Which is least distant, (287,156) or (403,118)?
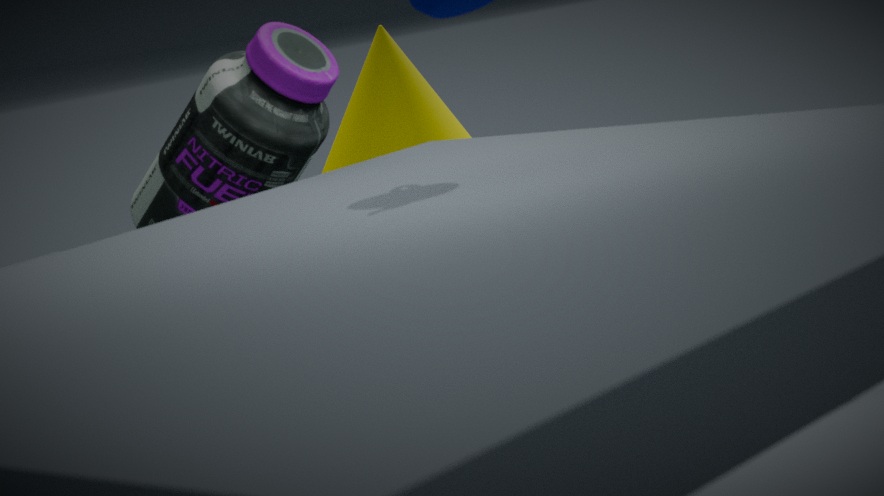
(287,156)
